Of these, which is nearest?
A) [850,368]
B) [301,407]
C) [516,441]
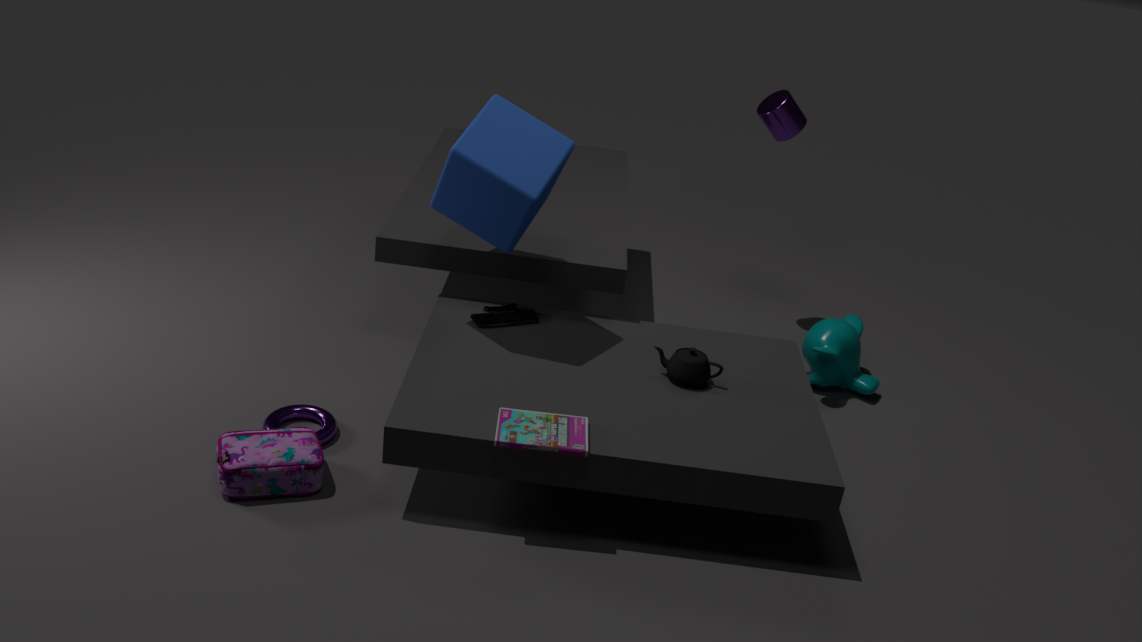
[516,441]
